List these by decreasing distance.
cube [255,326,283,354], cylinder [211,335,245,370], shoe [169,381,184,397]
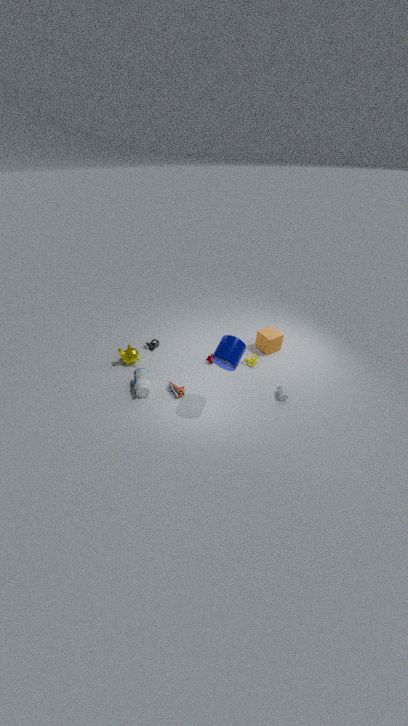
cube [255,326,283,354] → shoe [169,381,184,397] → cylinder [211,335,245,370]
